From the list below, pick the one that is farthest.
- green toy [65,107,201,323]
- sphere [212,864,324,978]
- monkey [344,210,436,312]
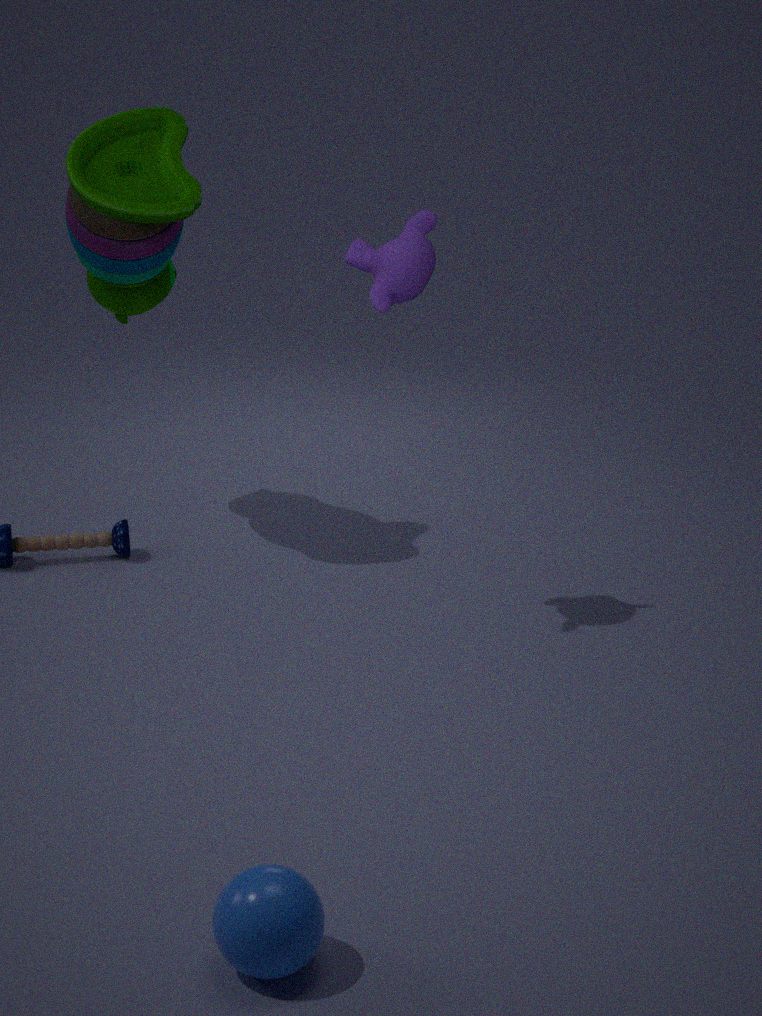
green toy [65,107,201,323]
